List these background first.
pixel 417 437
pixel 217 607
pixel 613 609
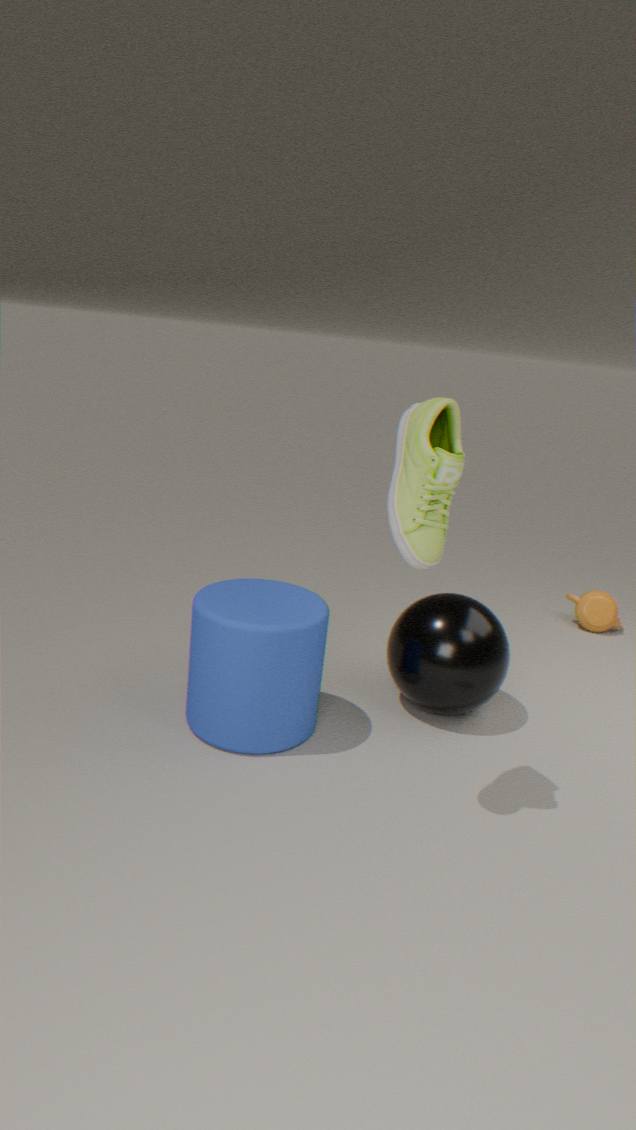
pixel 613 609 → pixel 217 607 → pixel 417 437
